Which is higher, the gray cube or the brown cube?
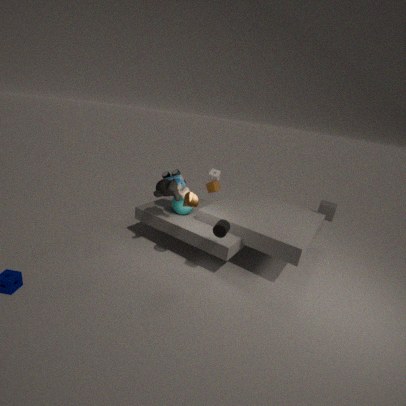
the brown cube
